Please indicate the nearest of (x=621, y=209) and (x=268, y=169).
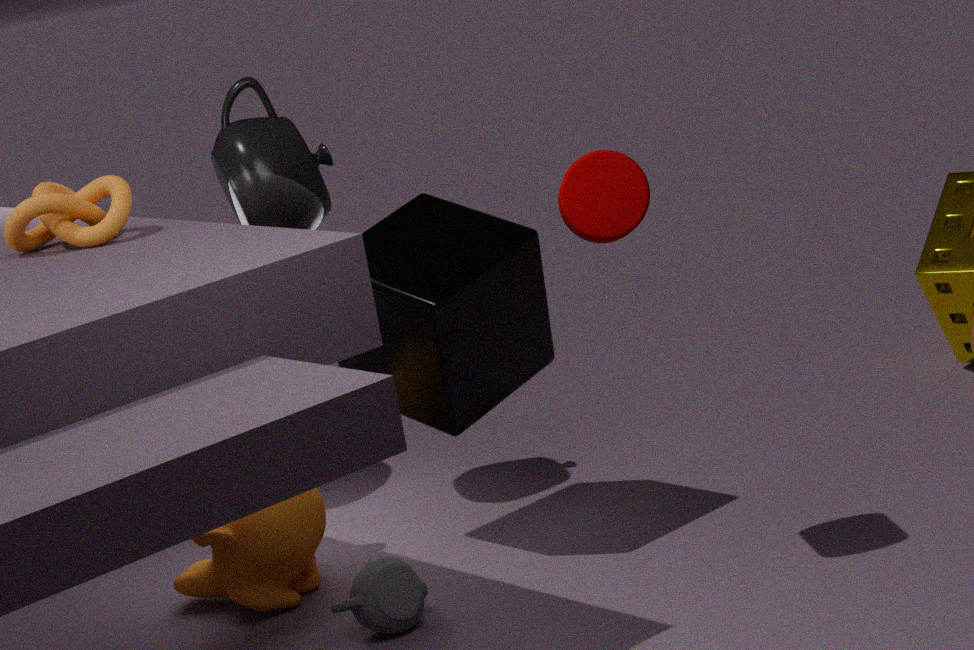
(x=621, y=209)
